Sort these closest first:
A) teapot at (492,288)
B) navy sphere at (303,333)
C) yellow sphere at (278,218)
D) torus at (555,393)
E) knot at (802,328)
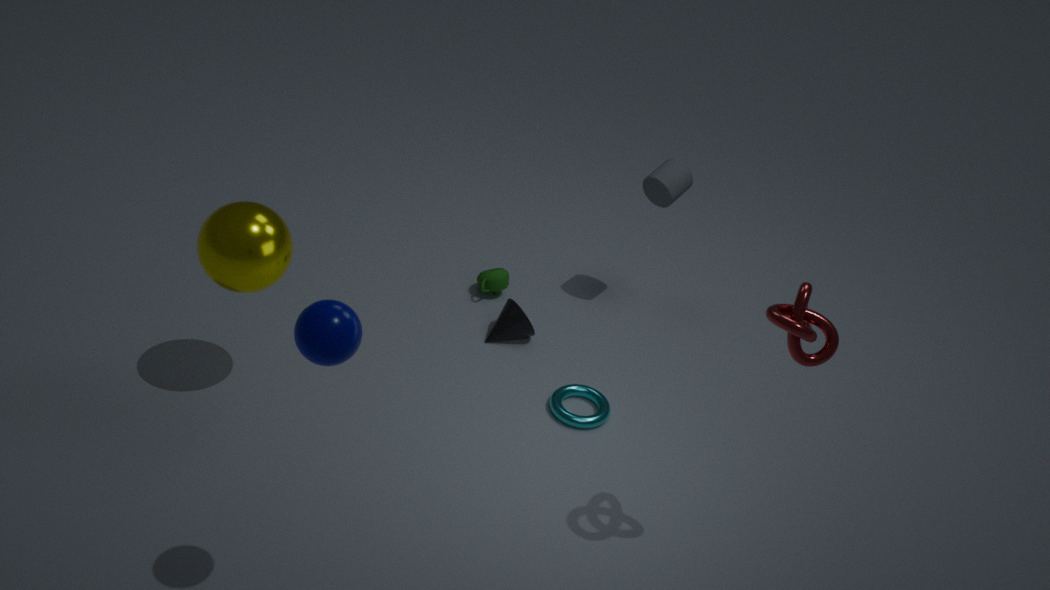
navy sphere at (303,333) → knot at (802,328) → yellow sphere at (278,218) → torus at (555,393) → teapot at (492,288)
